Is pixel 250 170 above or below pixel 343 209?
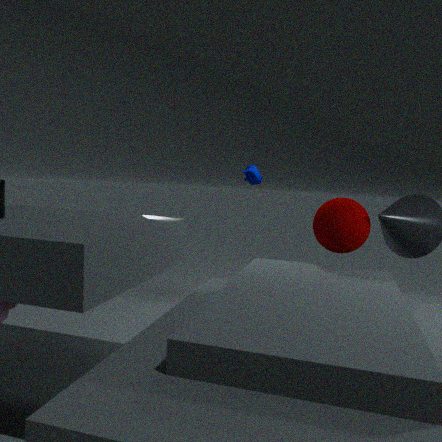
above
